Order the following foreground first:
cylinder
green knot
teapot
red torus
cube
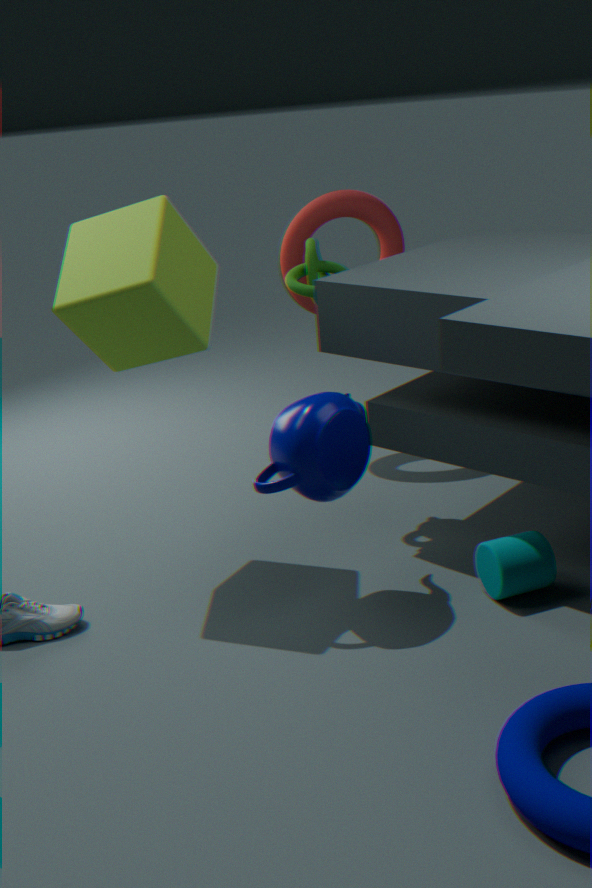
teapot, cube, cylinder, green knot, red torus
